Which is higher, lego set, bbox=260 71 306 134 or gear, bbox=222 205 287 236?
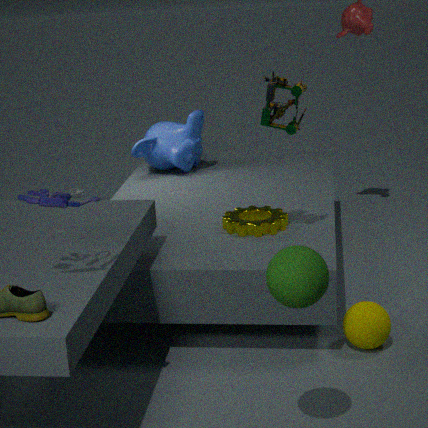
lego set, bbox=260 71 306 134
